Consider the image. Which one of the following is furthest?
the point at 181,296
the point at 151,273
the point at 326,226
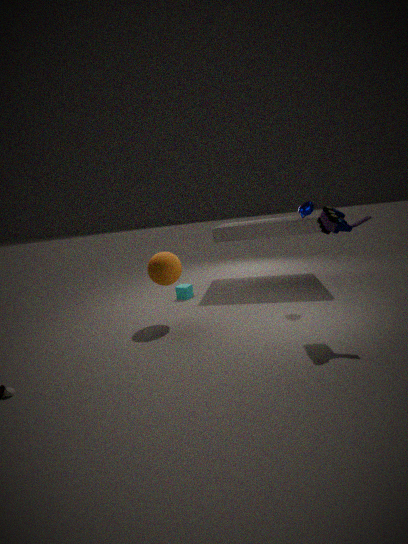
the point at 181,296
